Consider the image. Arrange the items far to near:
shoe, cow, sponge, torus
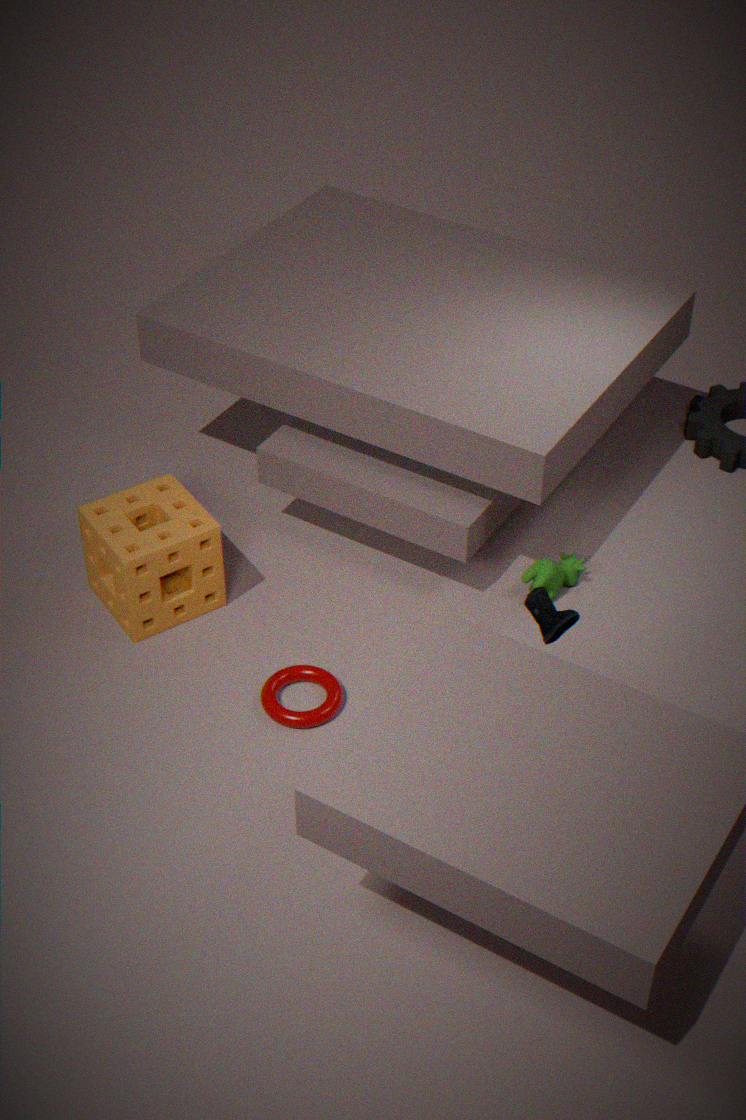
cow
sponge
torus
shoe
